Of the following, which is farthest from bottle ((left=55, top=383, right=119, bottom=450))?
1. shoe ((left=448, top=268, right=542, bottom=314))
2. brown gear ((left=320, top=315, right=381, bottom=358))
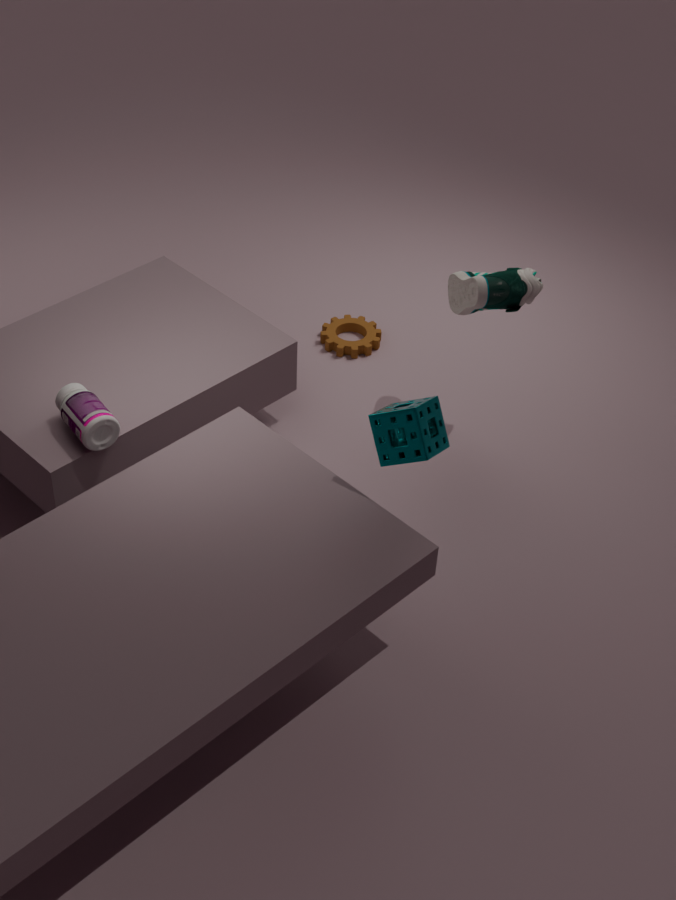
shoe ((left=448, top=268, right=542, bottom=314))
